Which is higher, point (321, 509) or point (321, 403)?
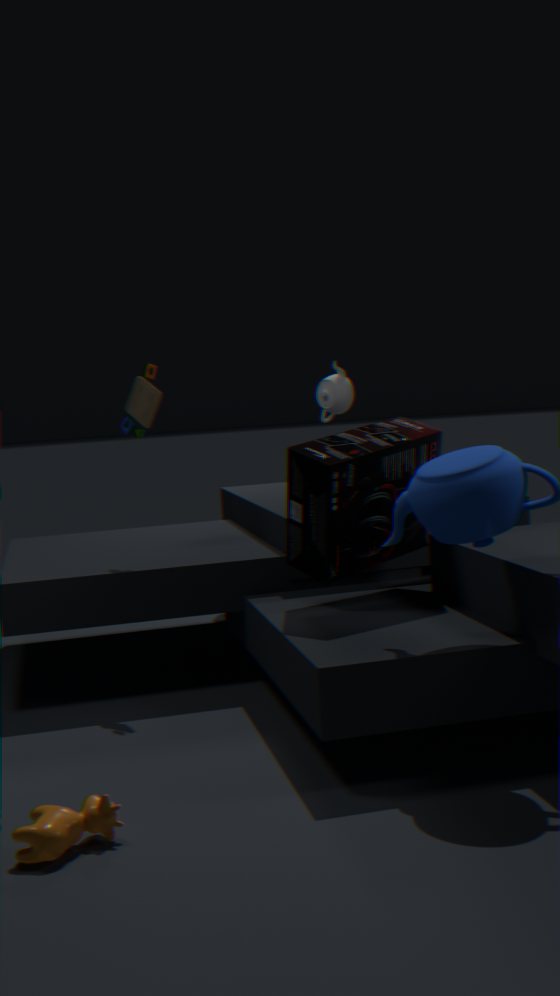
point (321, 403)
